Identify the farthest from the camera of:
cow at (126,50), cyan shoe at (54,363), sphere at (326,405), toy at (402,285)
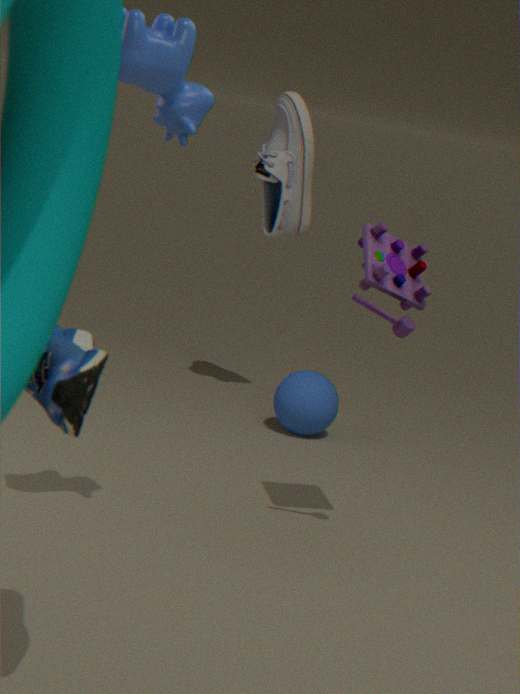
sphere at (326,405)
